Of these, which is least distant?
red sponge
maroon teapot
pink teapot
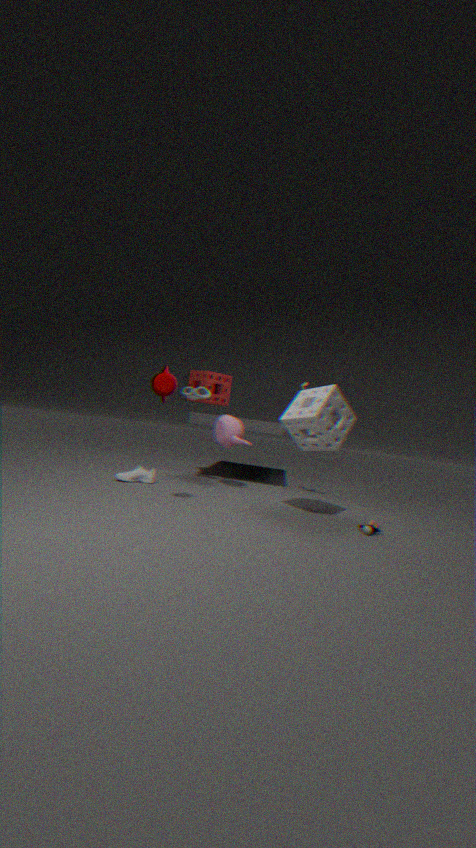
maroon teapot
